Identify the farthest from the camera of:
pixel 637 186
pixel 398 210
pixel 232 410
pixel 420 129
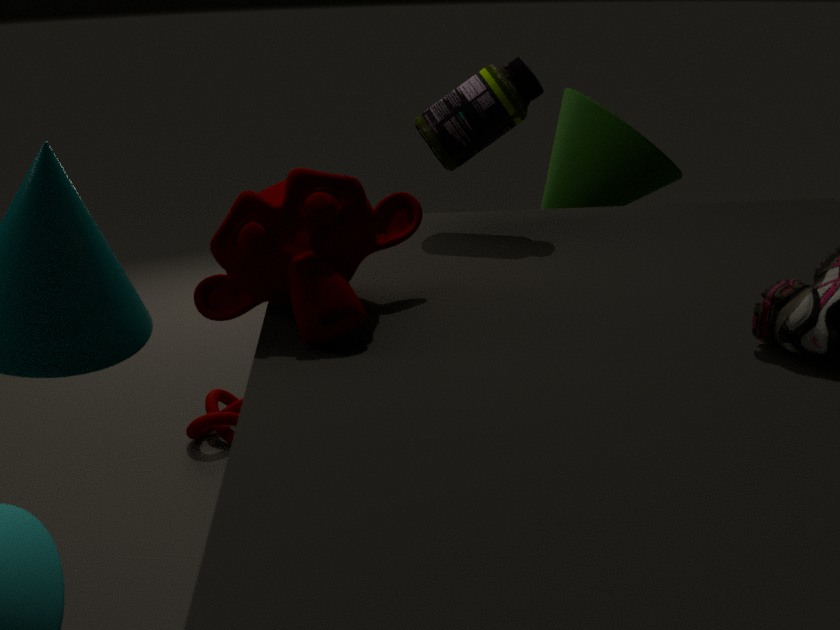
pixel 232 410
